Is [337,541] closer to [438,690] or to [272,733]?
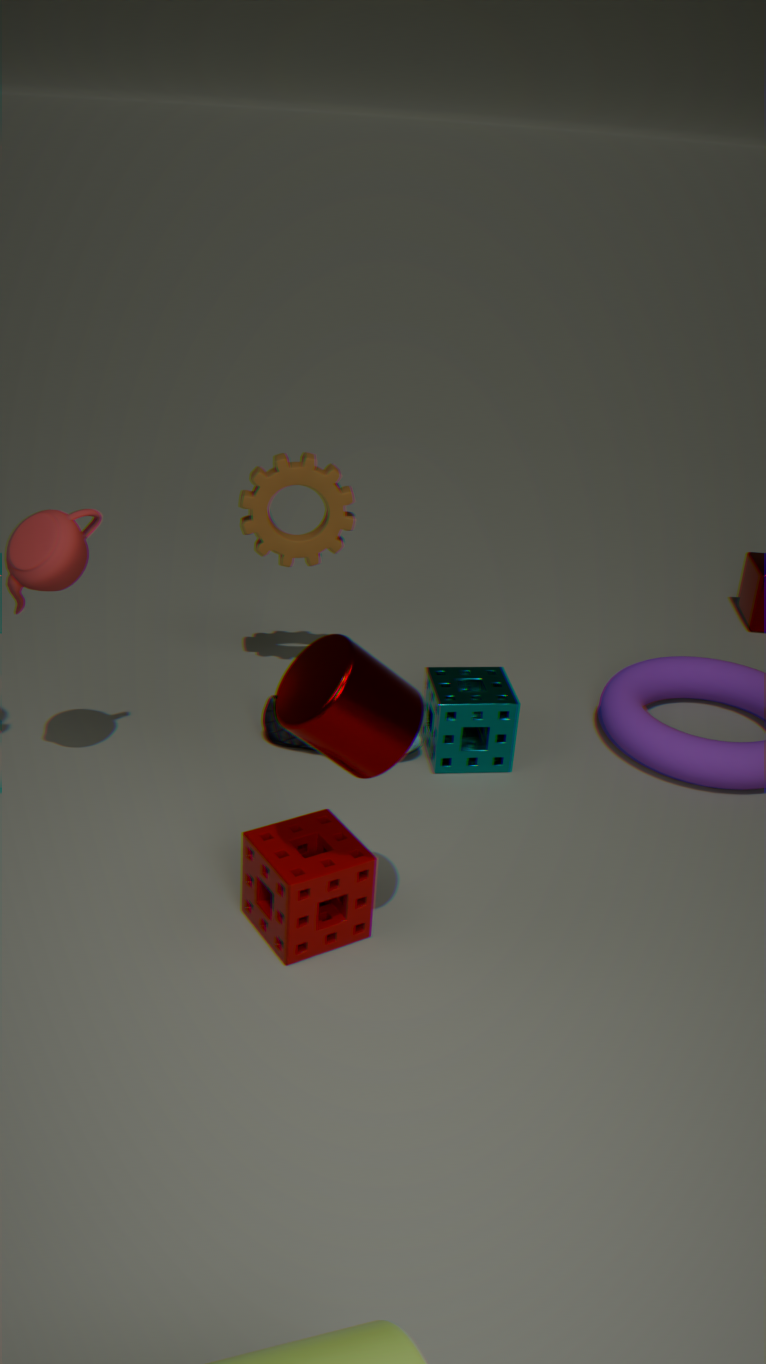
[272,733]
